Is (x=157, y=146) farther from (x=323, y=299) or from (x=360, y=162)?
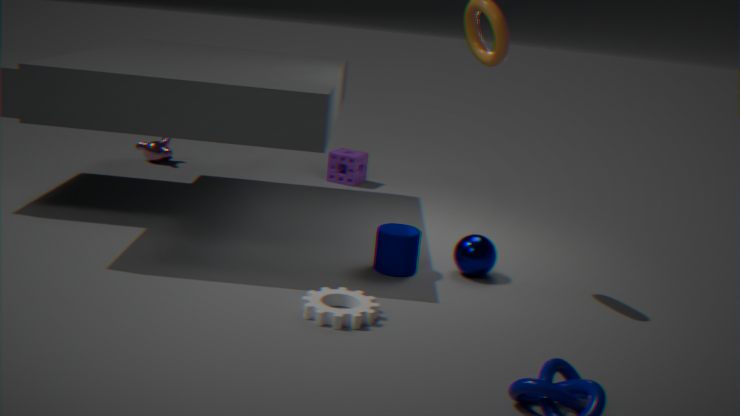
(x=323, y=299)
